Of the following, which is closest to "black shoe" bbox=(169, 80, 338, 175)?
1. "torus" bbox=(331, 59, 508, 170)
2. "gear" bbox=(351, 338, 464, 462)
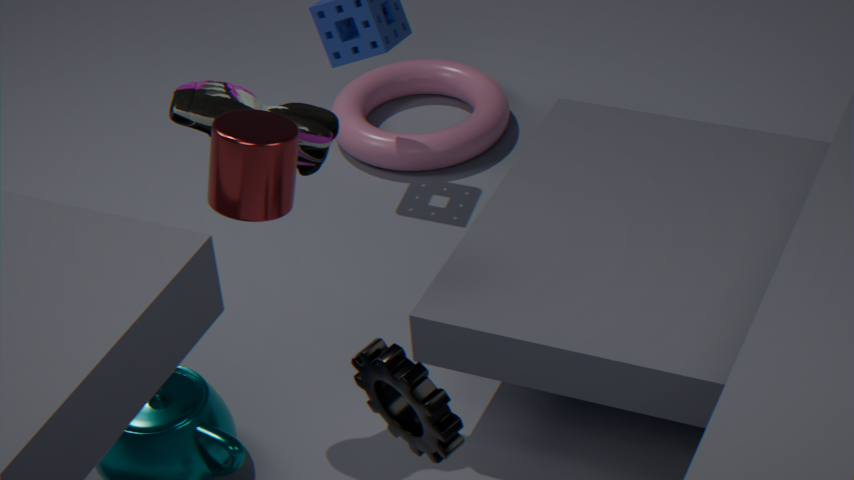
"gear" bbox=(351, 338, 464, 462)
